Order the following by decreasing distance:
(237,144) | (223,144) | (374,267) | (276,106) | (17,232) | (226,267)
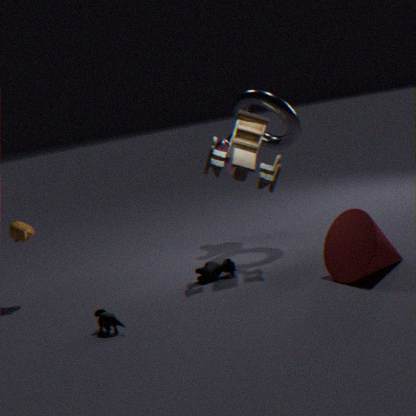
1. (223,144)
2. (276,106)
3. (237,144)
4. (17,232)
5. (226,267)
6. (374,267)
